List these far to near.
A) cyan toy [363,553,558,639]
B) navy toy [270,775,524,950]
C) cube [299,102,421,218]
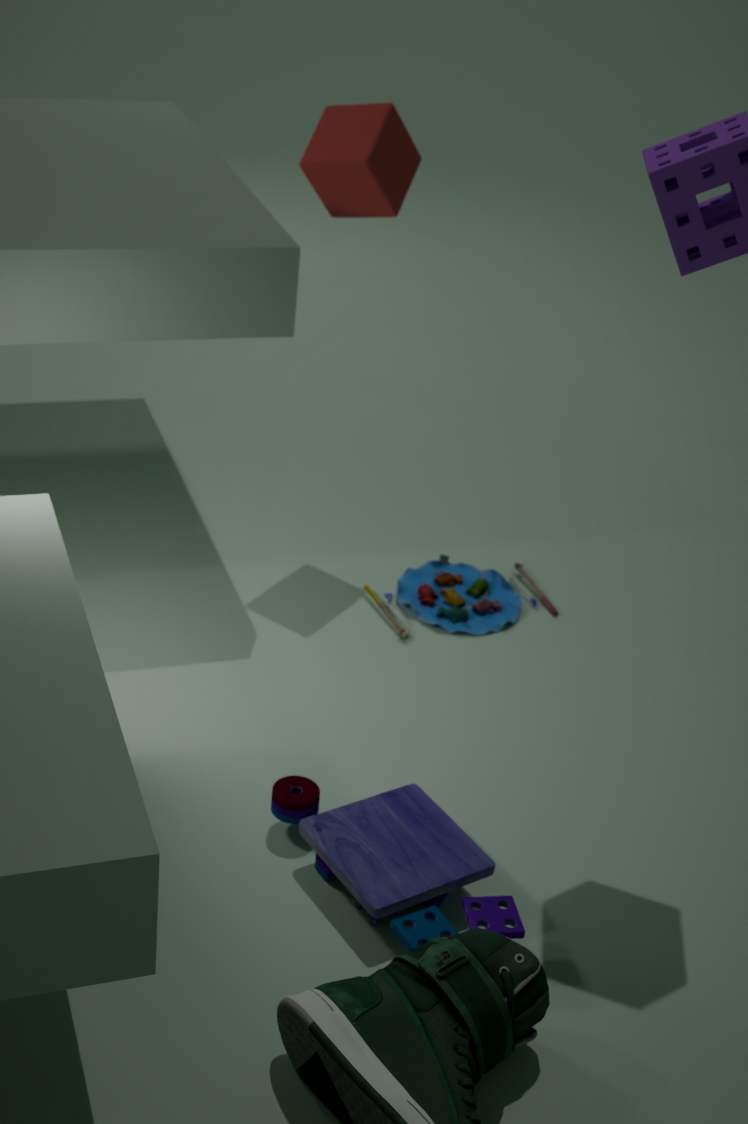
1. cyan toy [363,553,558,639]
2. cube [299,102,421,218]
3. navy toy [270,775,524,950]
